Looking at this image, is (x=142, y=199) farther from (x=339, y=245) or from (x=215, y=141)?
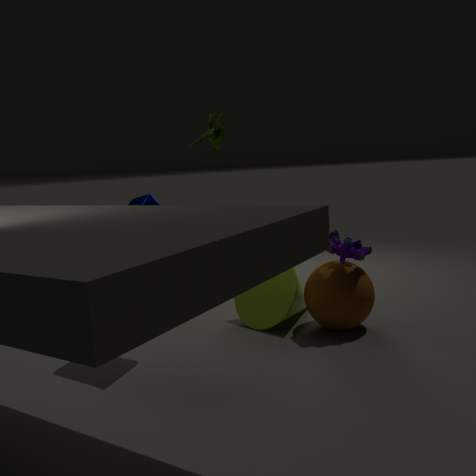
(x=339, y=245)
